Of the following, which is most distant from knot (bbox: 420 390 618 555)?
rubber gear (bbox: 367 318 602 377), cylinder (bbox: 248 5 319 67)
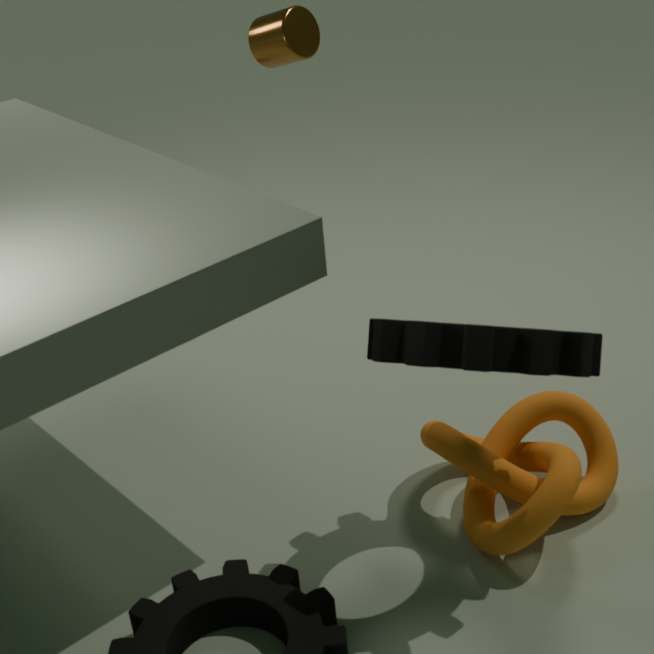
cylinder (bbox: 248 5 319 67)
